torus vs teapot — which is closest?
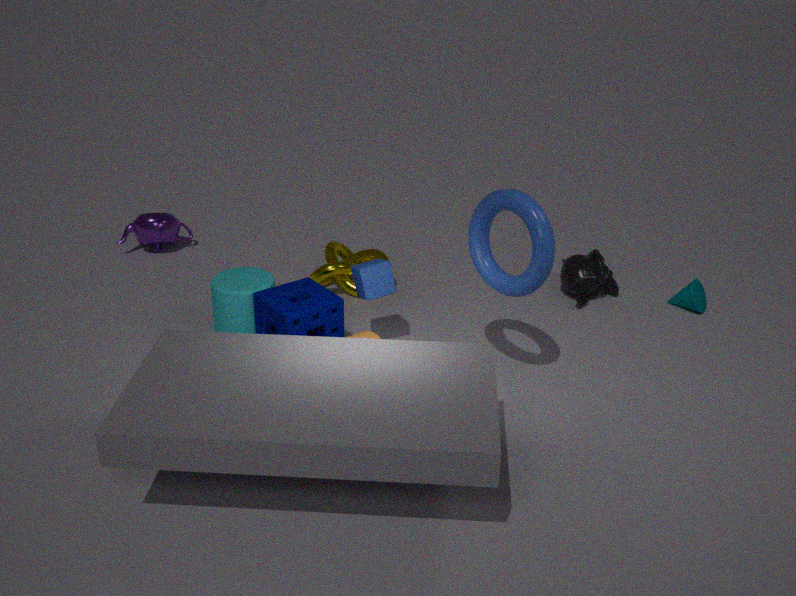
torus
